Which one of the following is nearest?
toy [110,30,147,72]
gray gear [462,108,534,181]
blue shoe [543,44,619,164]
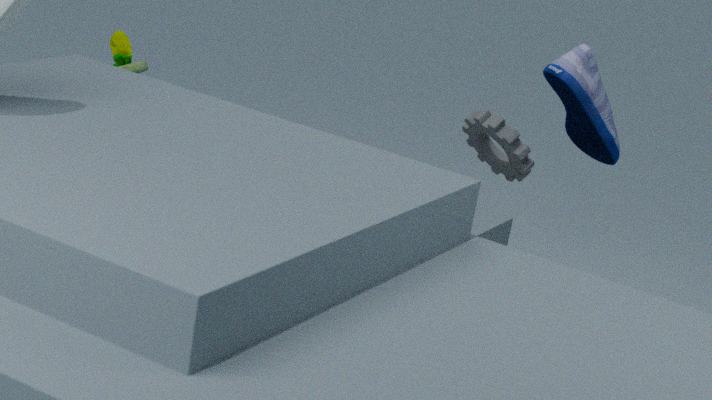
blue shoe [543,44,619,164]
